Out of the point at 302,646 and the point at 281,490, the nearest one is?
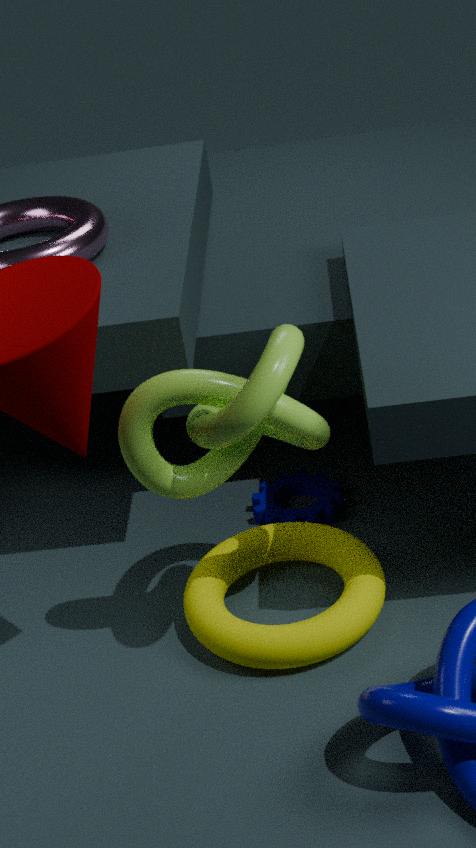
the point at 302,646
